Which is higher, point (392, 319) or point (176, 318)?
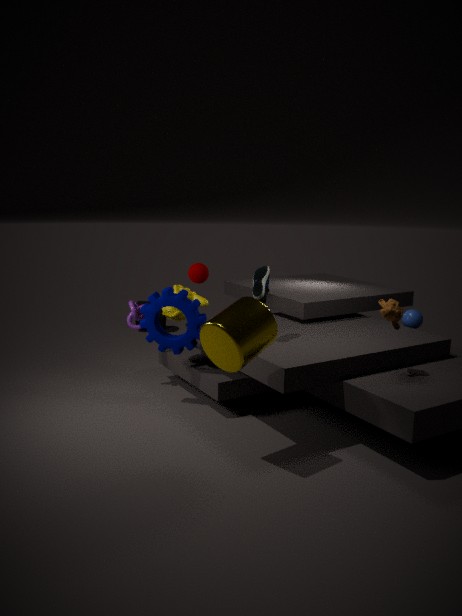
point (392, 319)
